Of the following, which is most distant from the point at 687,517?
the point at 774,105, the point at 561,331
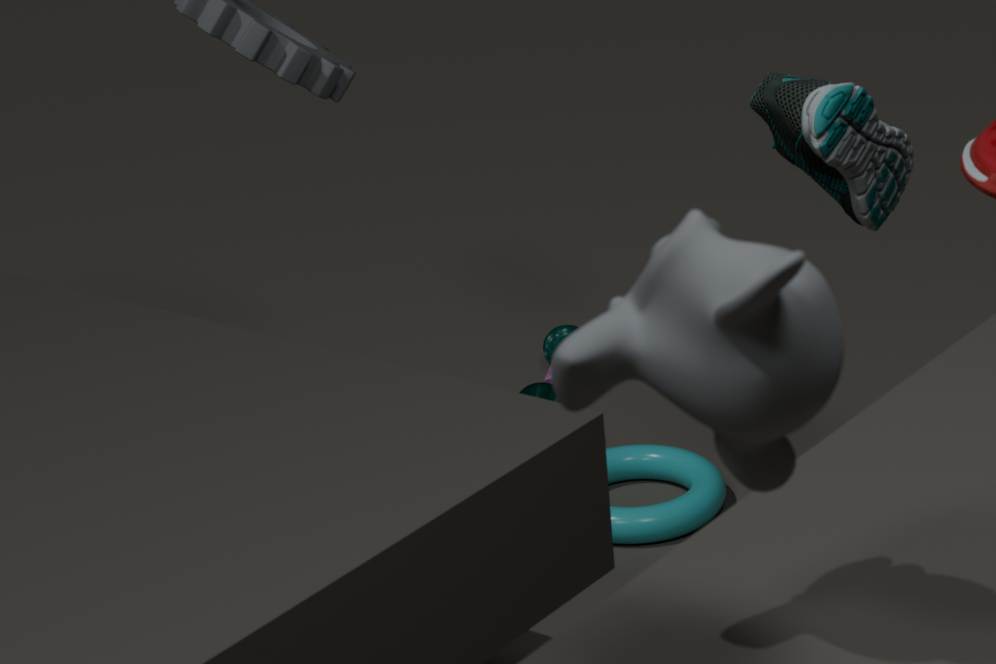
the point at 774,105
